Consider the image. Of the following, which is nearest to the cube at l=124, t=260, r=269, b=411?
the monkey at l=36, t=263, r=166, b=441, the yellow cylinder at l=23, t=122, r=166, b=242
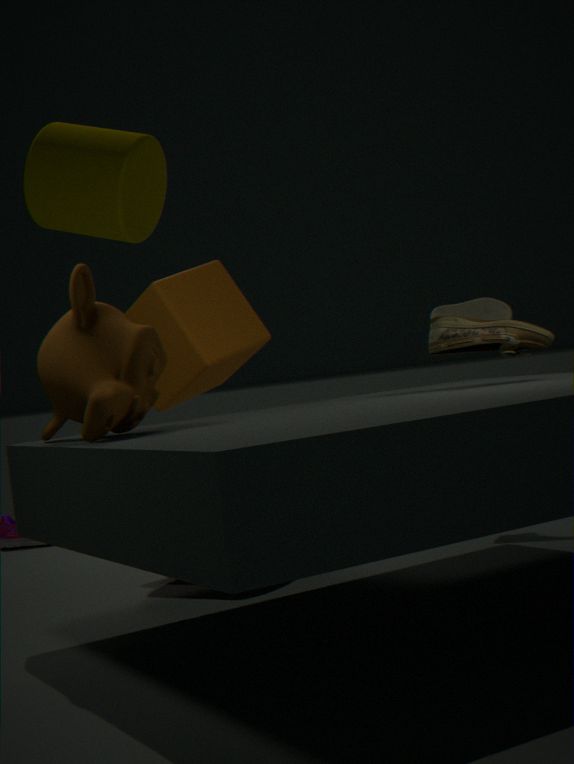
the monkey at l=36, t=263, r=166, b=441
